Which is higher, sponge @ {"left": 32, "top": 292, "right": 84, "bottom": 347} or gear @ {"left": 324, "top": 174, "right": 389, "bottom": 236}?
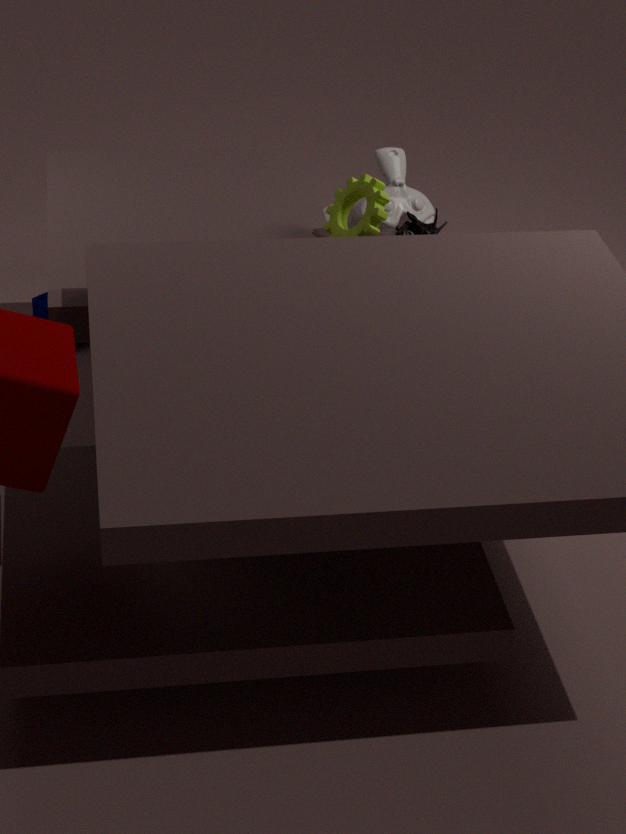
gear @ {"left": 324, "top": 174, "right": 389, "bottom": 236}
